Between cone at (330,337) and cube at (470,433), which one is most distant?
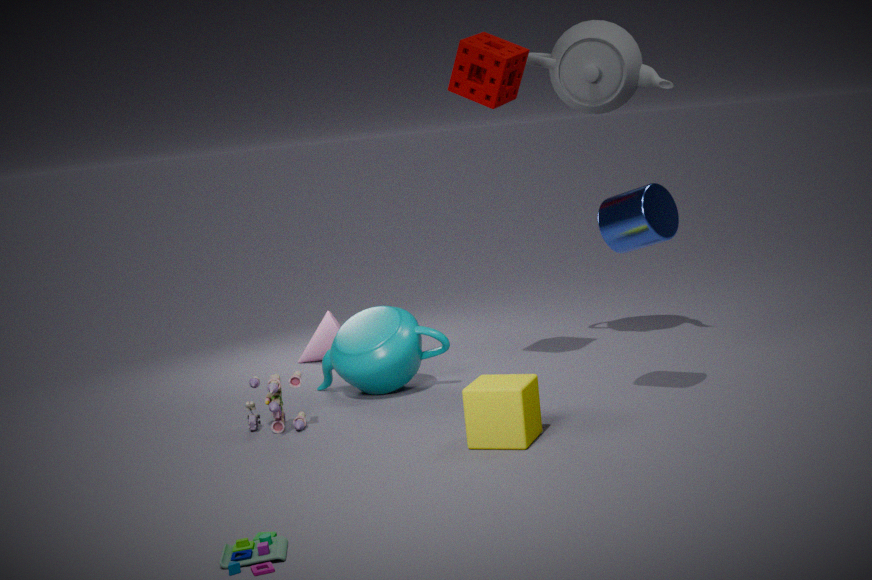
cone at (330,337)
